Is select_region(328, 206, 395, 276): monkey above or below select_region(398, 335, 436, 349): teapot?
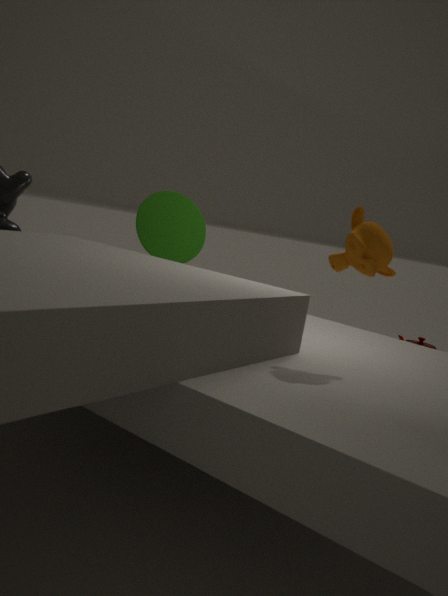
above
